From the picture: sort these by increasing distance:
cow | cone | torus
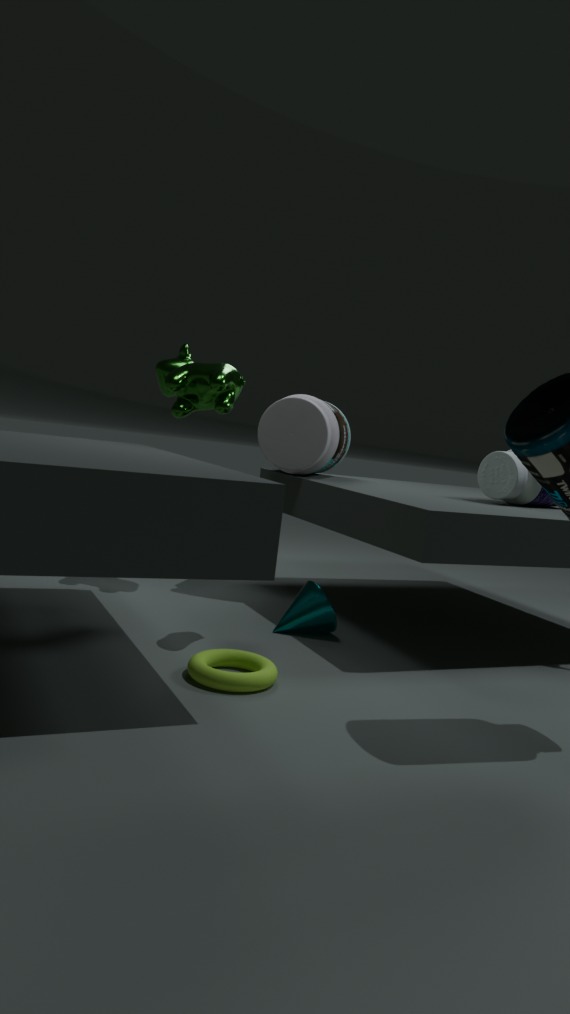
torus < cone < cow
